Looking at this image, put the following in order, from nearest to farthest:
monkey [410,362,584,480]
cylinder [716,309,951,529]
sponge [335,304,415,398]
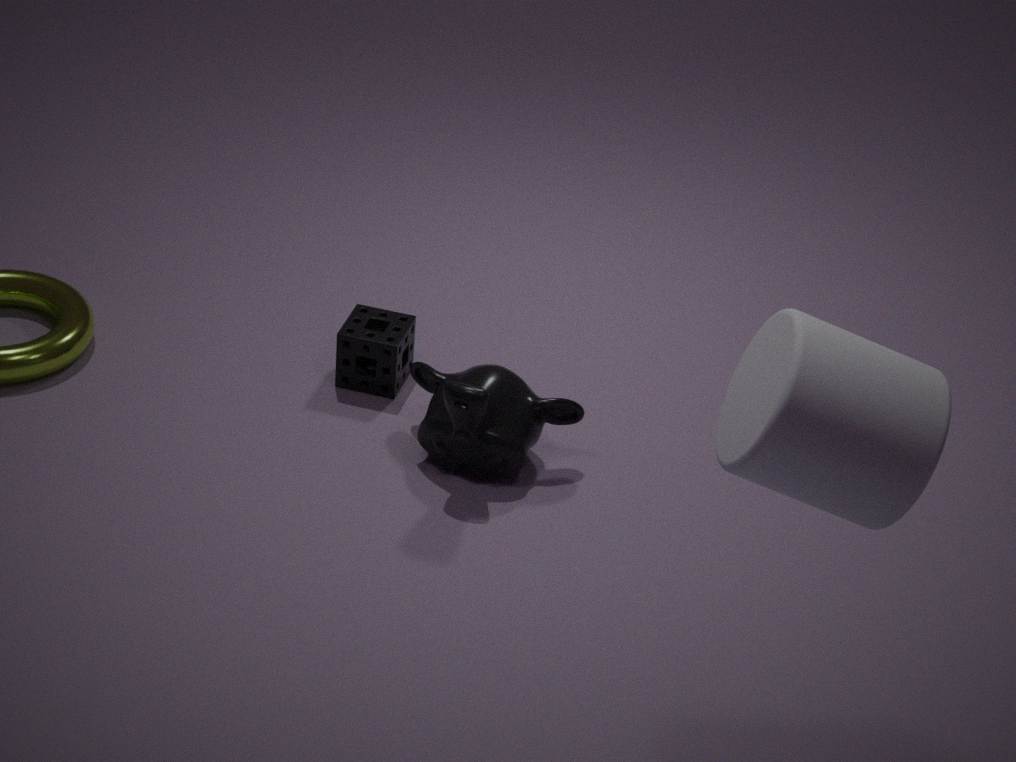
cylinder [716,309,951,529]
monkey [410,362,584,480]
sponge [335,304,415,398]
